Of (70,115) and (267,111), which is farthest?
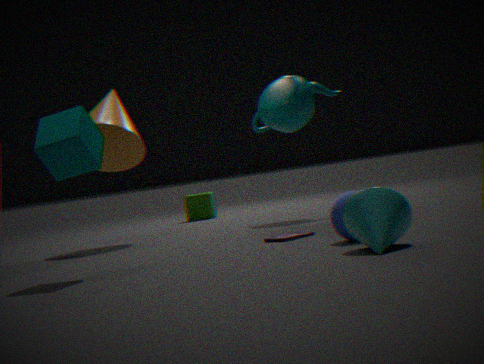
(267,111)
